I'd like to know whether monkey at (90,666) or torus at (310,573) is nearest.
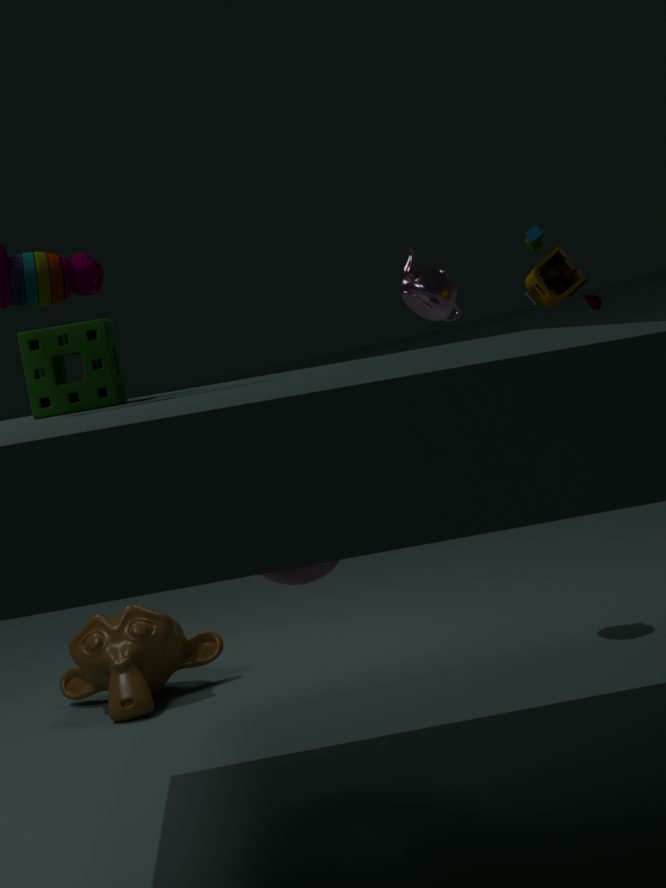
torus at (310,573)
